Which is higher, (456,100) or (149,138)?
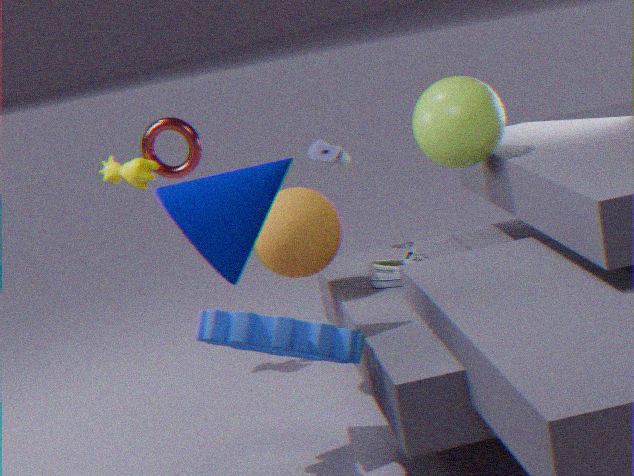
(149,138)
